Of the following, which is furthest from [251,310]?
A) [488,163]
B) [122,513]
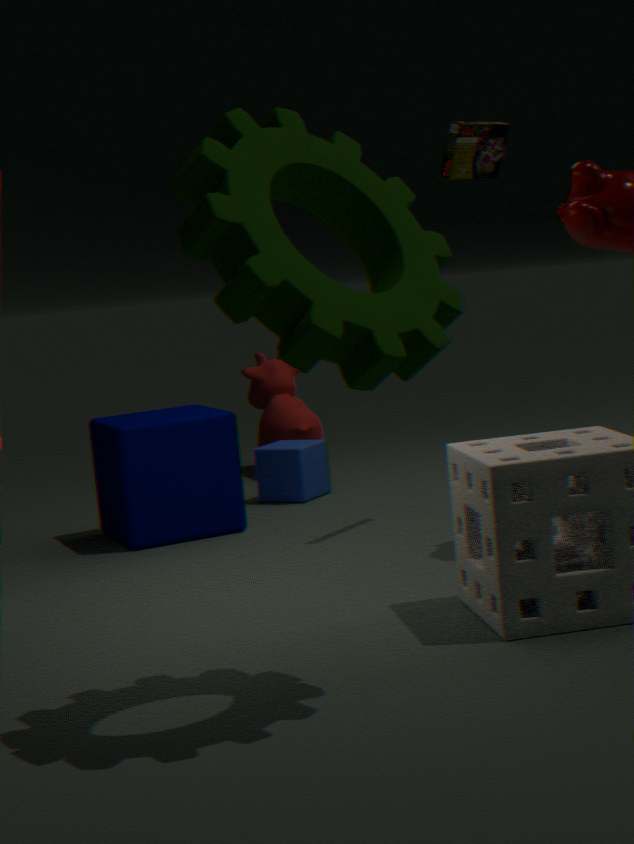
[122,513]
